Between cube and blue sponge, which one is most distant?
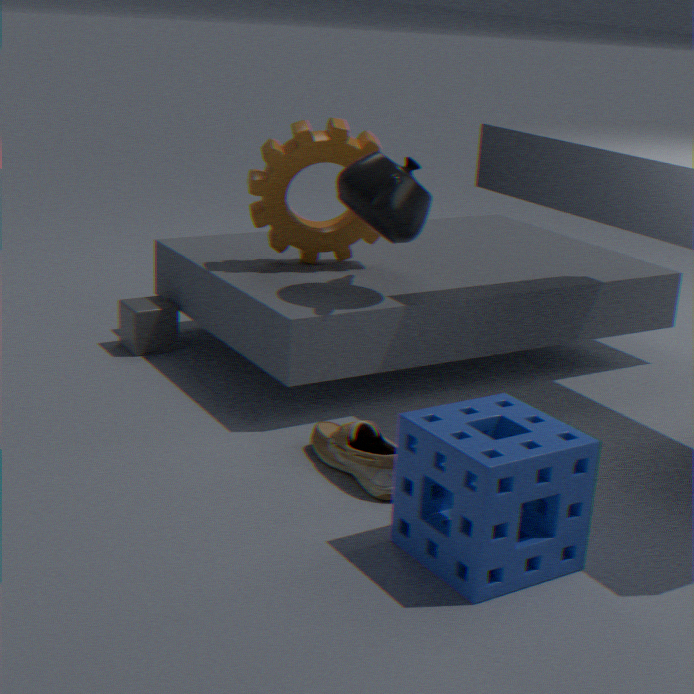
cube
